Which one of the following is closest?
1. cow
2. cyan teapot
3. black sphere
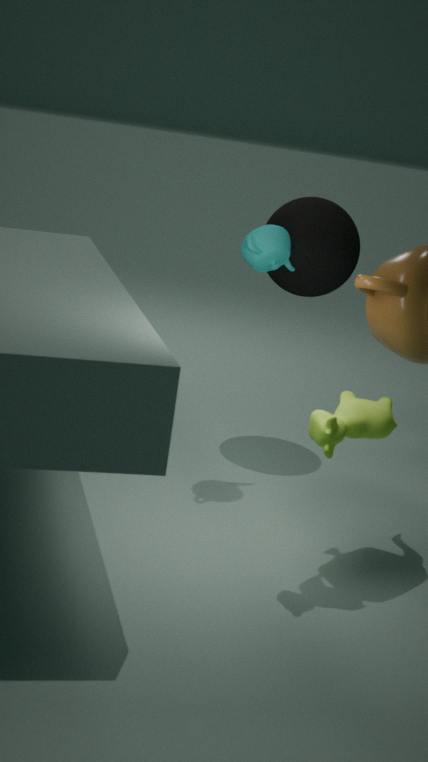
cow
